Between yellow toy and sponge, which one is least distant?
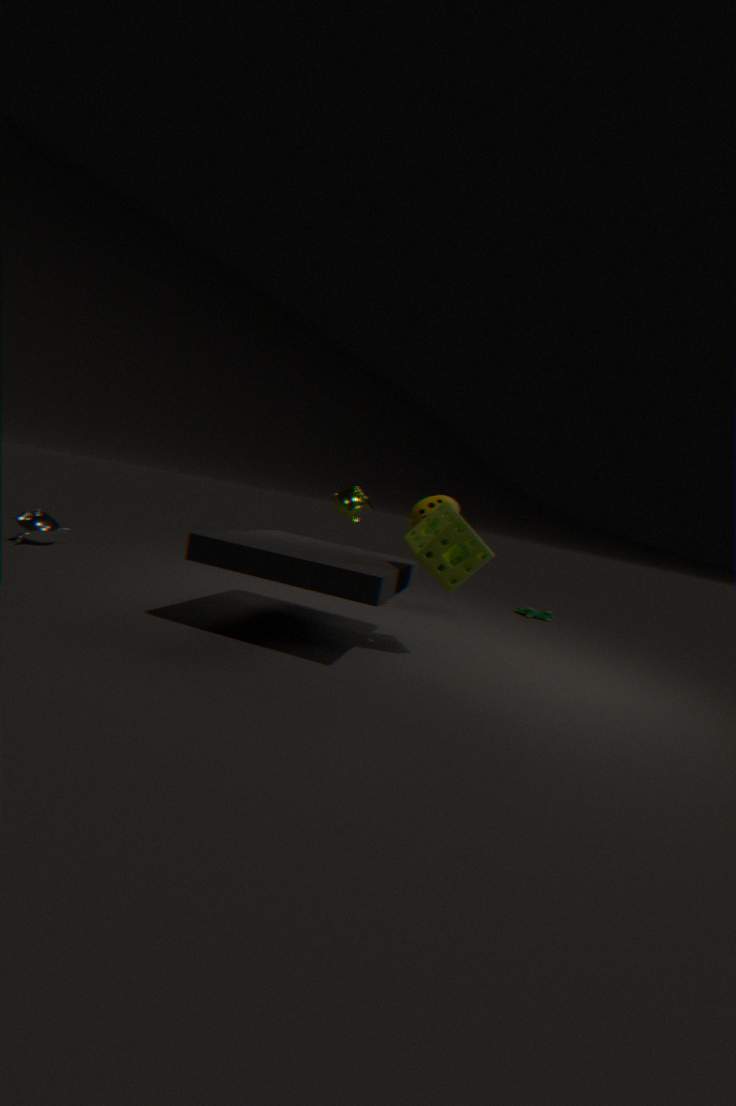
sponge
